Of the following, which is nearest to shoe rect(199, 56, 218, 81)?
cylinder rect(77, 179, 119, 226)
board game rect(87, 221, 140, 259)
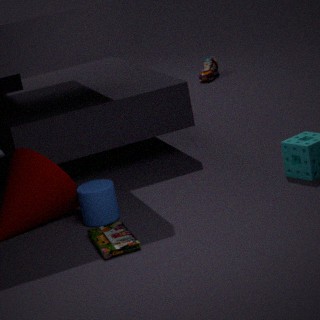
cylinder rect(77, 179, 119, 226)
